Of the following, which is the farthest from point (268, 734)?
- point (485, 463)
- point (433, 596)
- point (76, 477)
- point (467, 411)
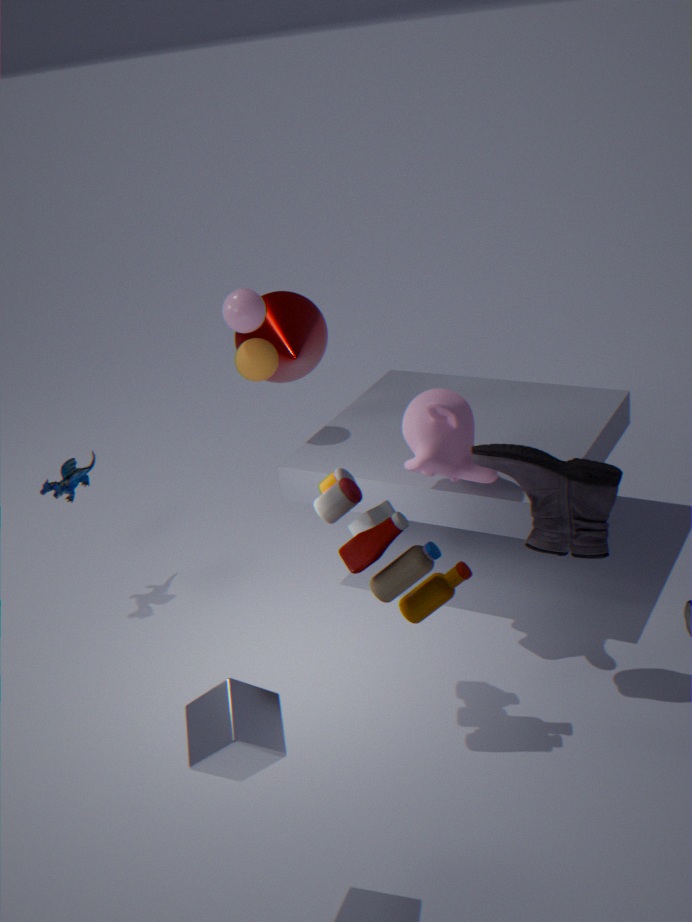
point (76, 477)
